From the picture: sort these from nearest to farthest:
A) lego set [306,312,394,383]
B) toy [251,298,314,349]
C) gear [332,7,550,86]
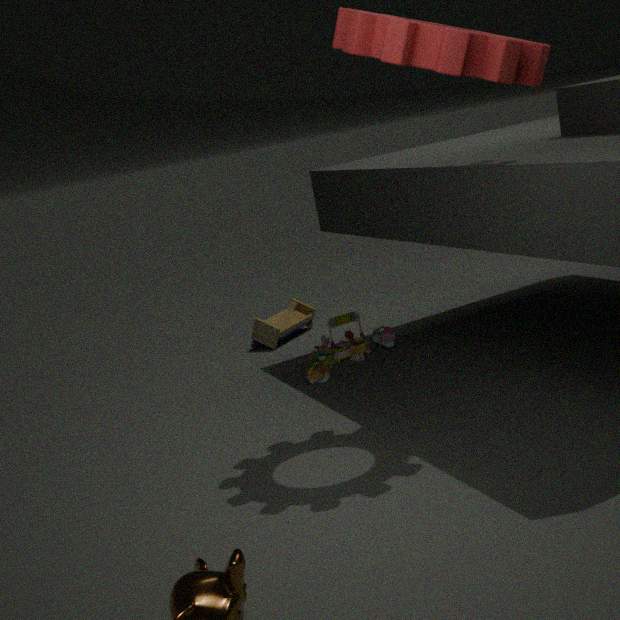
gear [332,7,550,86], lego set [306,312,394,383], toy [251,298,314,349]
